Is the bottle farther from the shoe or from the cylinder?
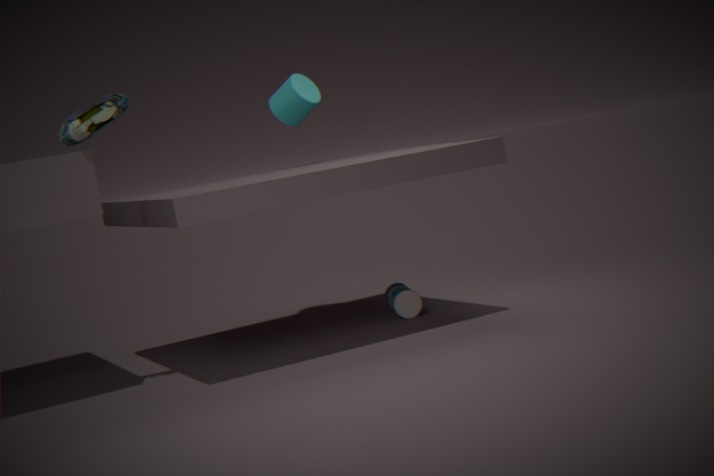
the shoe
